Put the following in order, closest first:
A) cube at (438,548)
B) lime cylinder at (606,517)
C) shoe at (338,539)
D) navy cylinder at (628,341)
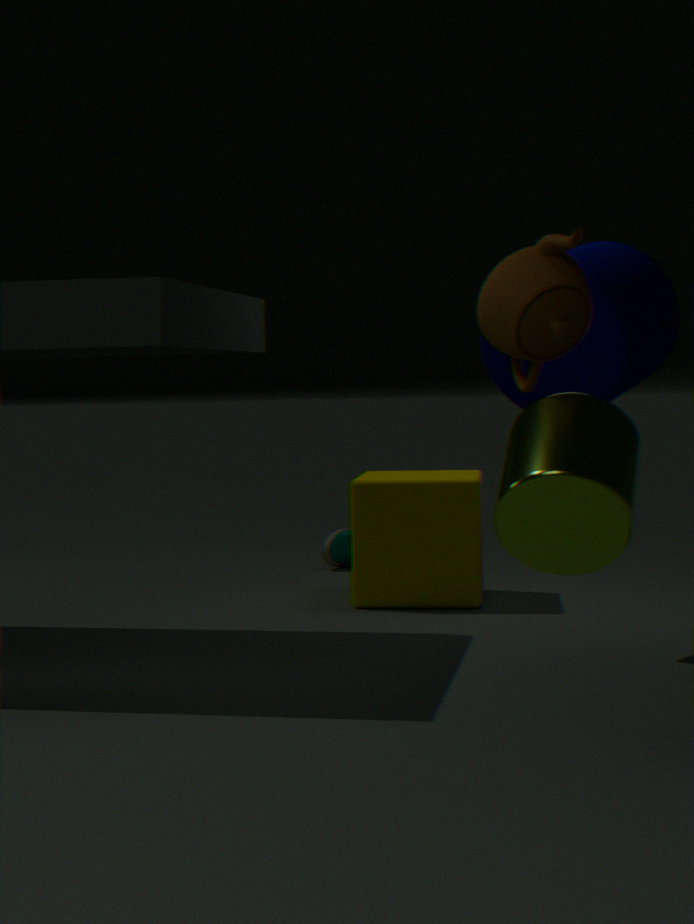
lime cylinder at (606,517) < navy cylinder at (628,341) < cube at (438,548) < shoe at (338,539)
